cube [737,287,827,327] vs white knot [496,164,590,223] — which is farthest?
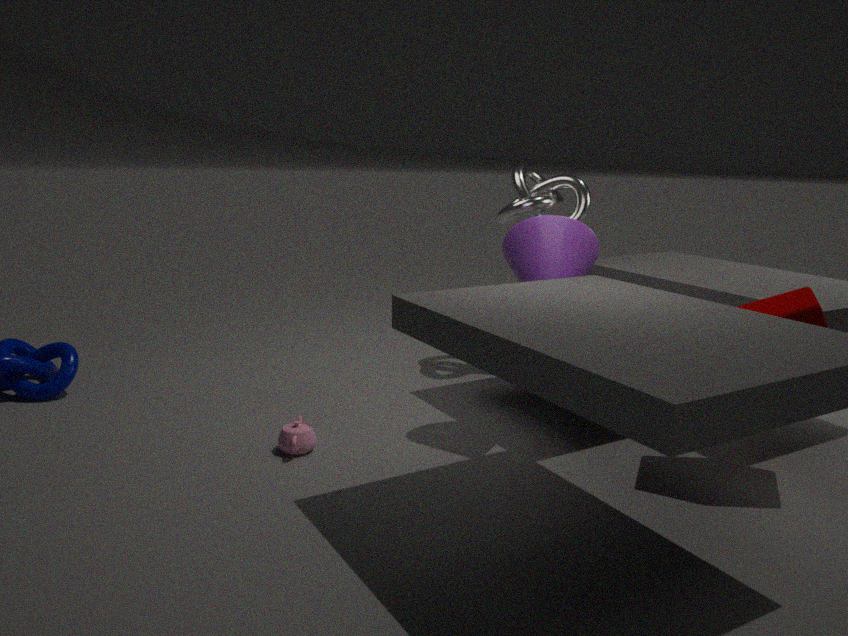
white knot [496,164,590,223]
